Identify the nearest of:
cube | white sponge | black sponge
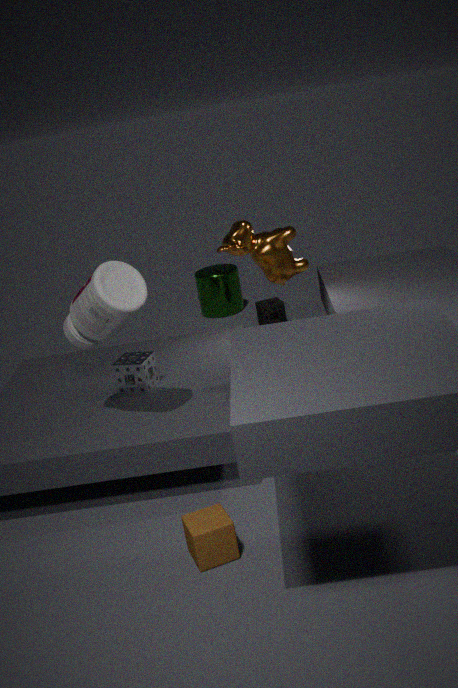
cube
